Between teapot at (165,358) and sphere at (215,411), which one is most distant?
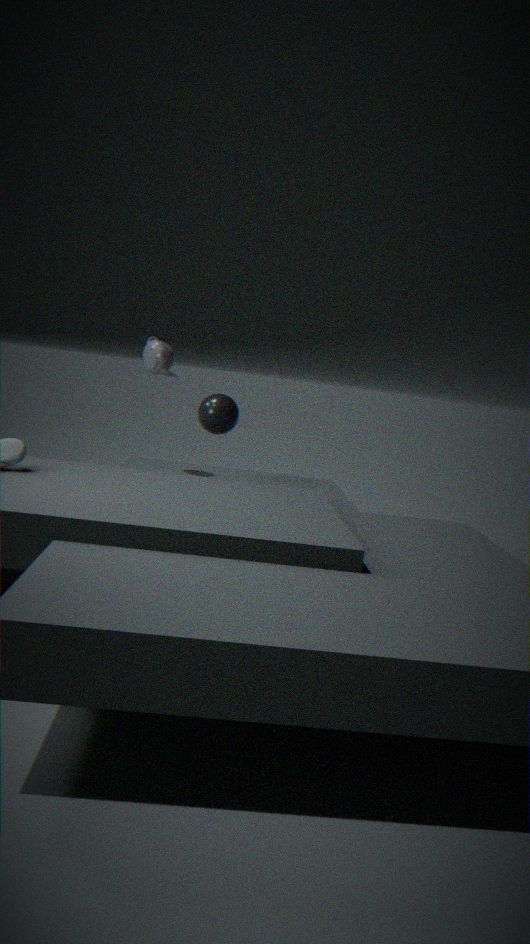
teapot at (165,358)
